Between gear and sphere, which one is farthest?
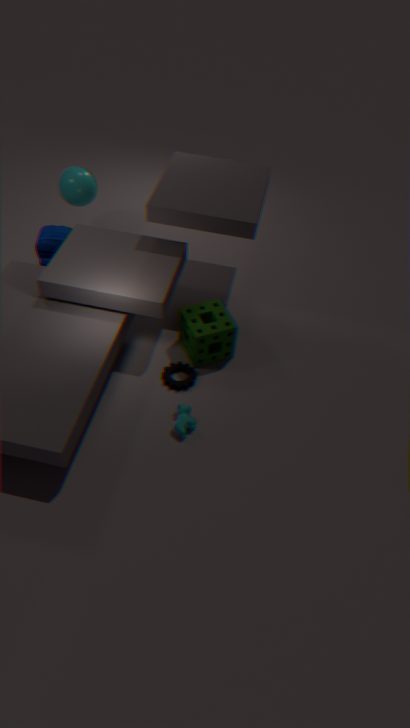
sphere
